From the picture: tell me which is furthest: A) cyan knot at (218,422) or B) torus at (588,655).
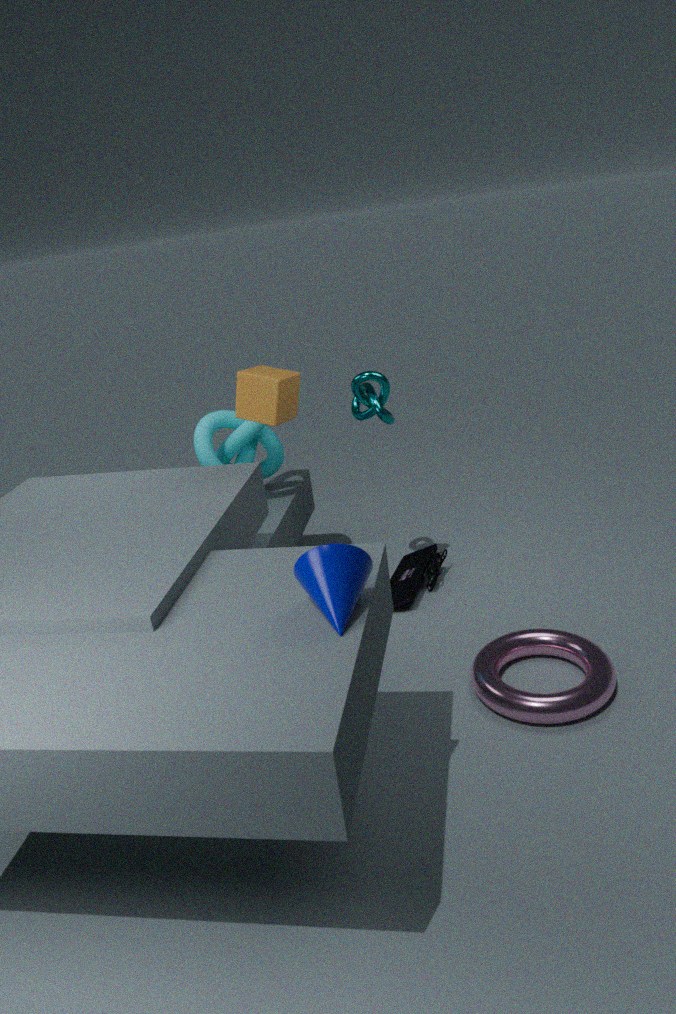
A. cyan knot at (218,422)
